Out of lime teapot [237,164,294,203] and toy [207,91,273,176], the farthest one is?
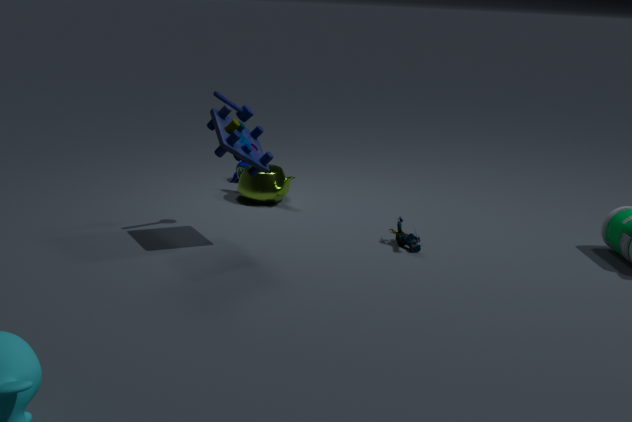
lime teapot [237,164,294,203]
